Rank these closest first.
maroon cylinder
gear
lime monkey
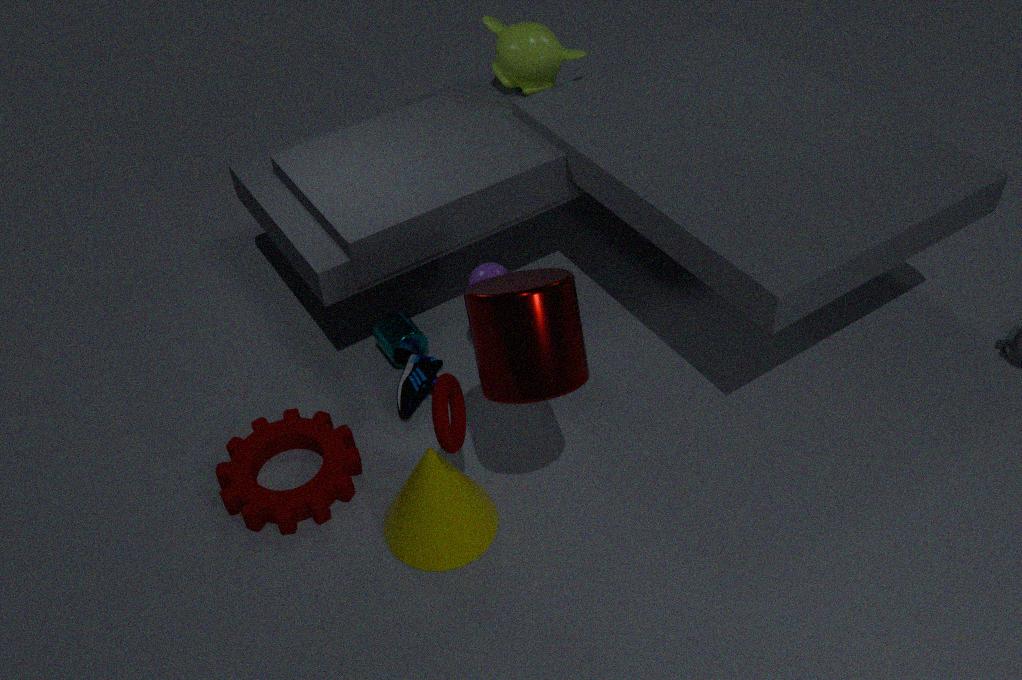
maroon cylinder, gear, lime monkey
